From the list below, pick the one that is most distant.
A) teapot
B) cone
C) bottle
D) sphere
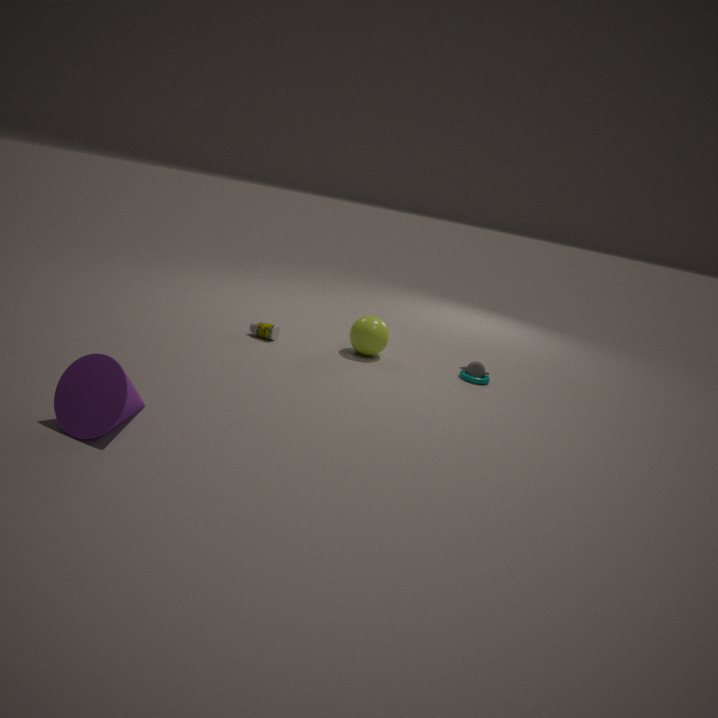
teapot
